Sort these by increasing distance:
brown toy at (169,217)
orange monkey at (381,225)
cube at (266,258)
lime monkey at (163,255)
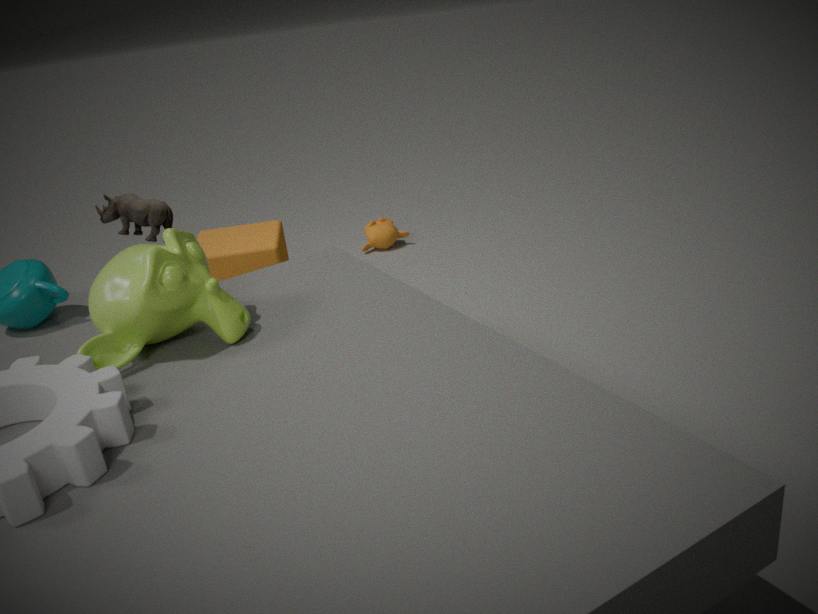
lime monkey at (163,255) < brown toy at (169,217) < cube at (266,258) < orange monkey at (381,225)
